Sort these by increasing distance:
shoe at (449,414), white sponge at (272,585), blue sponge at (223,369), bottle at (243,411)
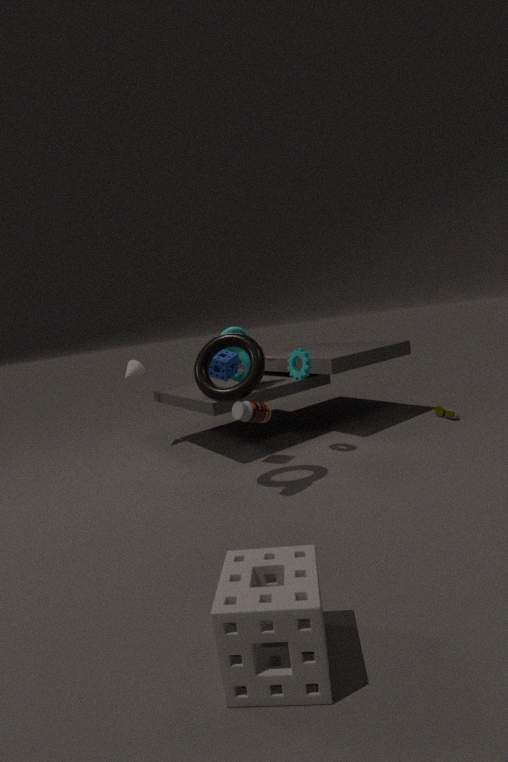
white sponge at (272,585) → bottle at (243,411) → blue sponge at (223,369) → shoe at (449,414)
